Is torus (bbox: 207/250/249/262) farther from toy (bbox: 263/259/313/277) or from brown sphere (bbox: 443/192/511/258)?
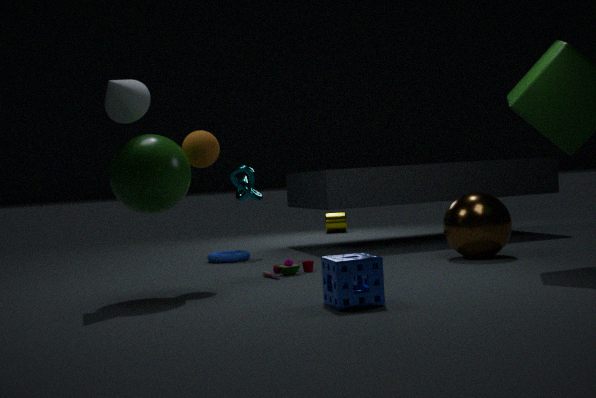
brown sphere (bbox: 443/192/511/258)
